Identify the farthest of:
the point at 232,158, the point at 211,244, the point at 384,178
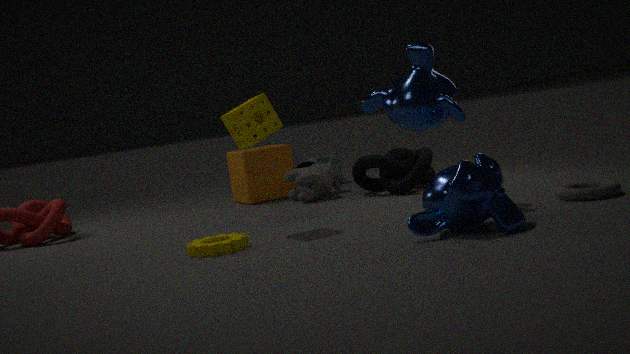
the point at 232,158
